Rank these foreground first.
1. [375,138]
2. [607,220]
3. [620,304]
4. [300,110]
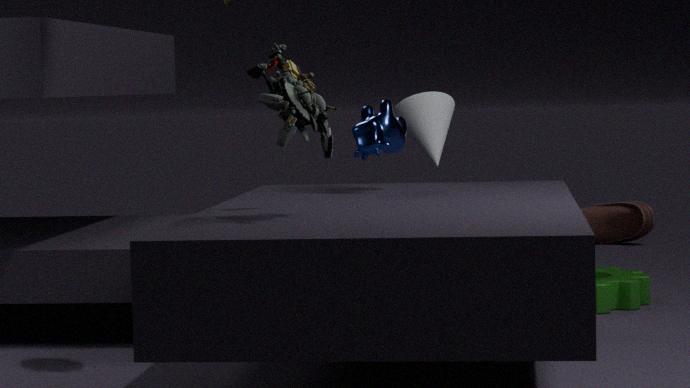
[300,110] < [375,138] < [620,304] < [607,220]
